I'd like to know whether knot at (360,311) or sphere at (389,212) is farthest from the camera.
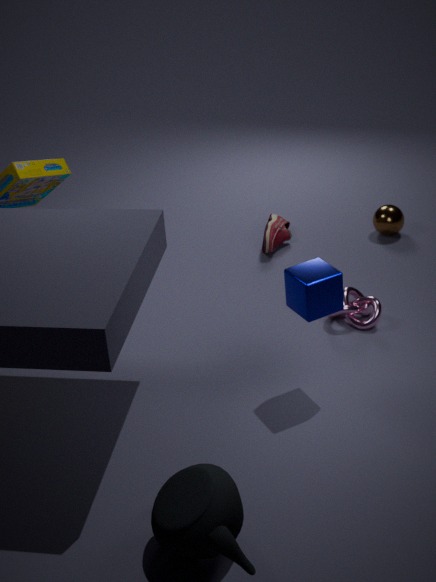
sphere at (389,212)
